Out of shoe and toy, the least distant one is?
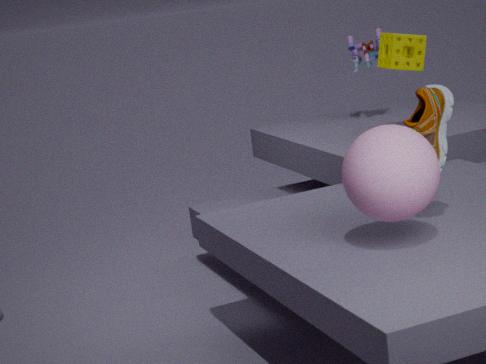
shoe
